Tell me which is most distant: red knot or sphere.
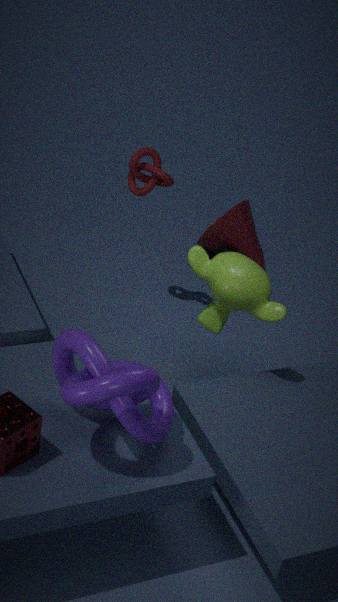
sphere
